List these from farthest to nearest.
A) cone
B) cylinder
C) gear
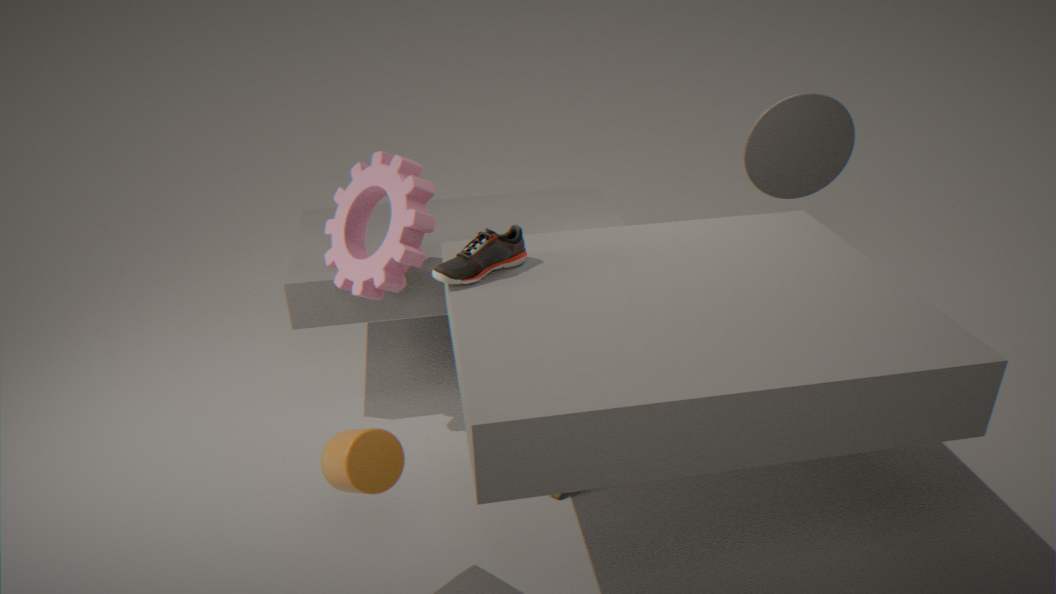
cone → gear → cylinder
